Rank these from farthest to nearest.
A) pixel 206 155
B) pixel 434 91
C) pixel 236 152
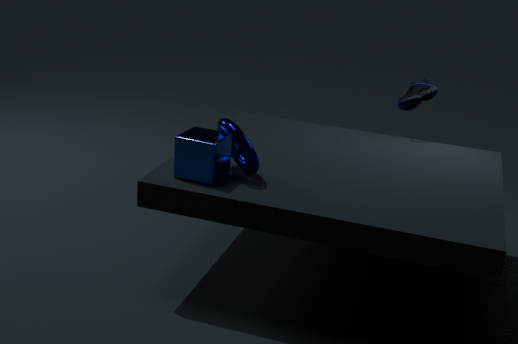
pixel 434 91 → pixel 236 152 → pixel 206 155
